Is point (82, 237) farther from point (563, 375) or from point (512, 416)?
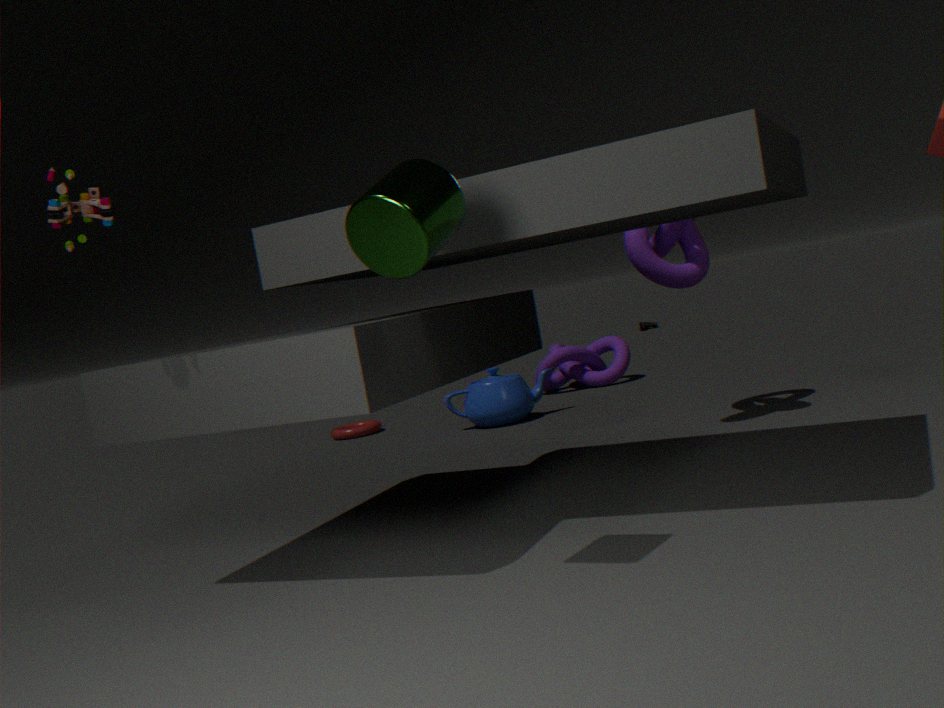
point (563, 375)
